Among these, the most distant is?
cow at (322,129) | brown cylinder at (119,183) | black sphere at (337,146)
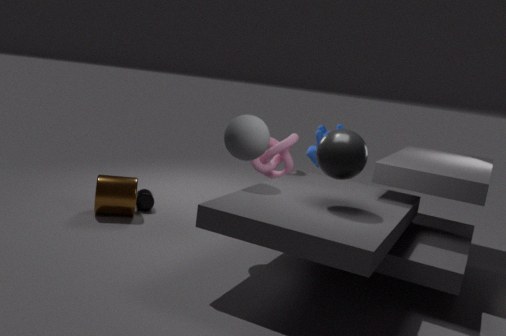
cow at (322,129)
